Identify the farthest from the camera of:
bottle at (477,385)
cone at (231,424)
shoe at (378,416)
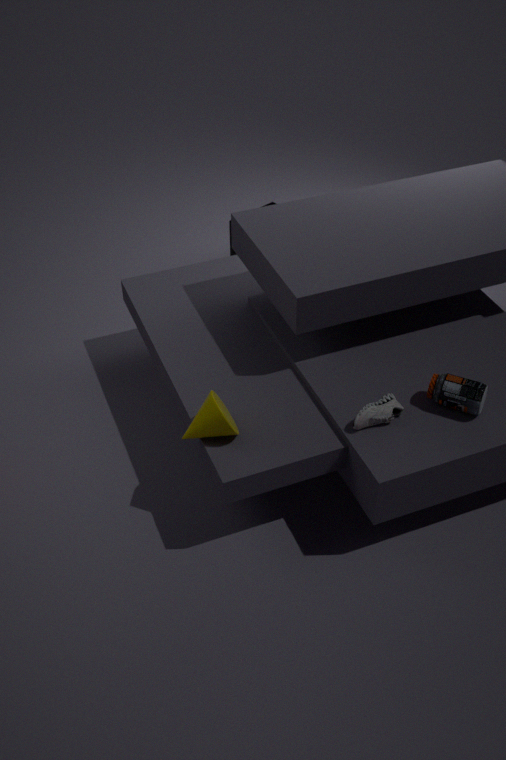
bottle at (477,385)
